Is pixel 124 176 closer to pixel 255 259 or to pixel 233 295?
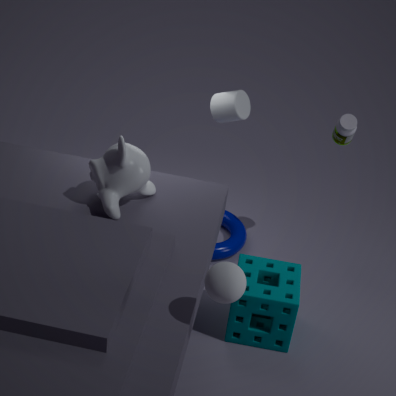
pixel 233 295
